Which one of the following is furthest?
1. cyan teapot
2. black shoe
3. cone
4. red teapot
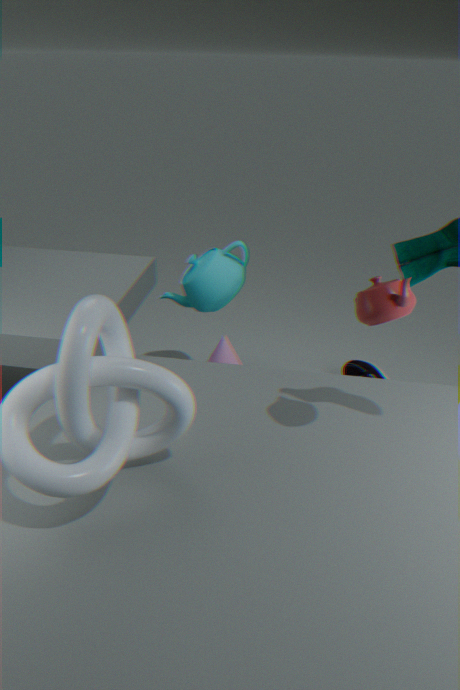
black shoe
